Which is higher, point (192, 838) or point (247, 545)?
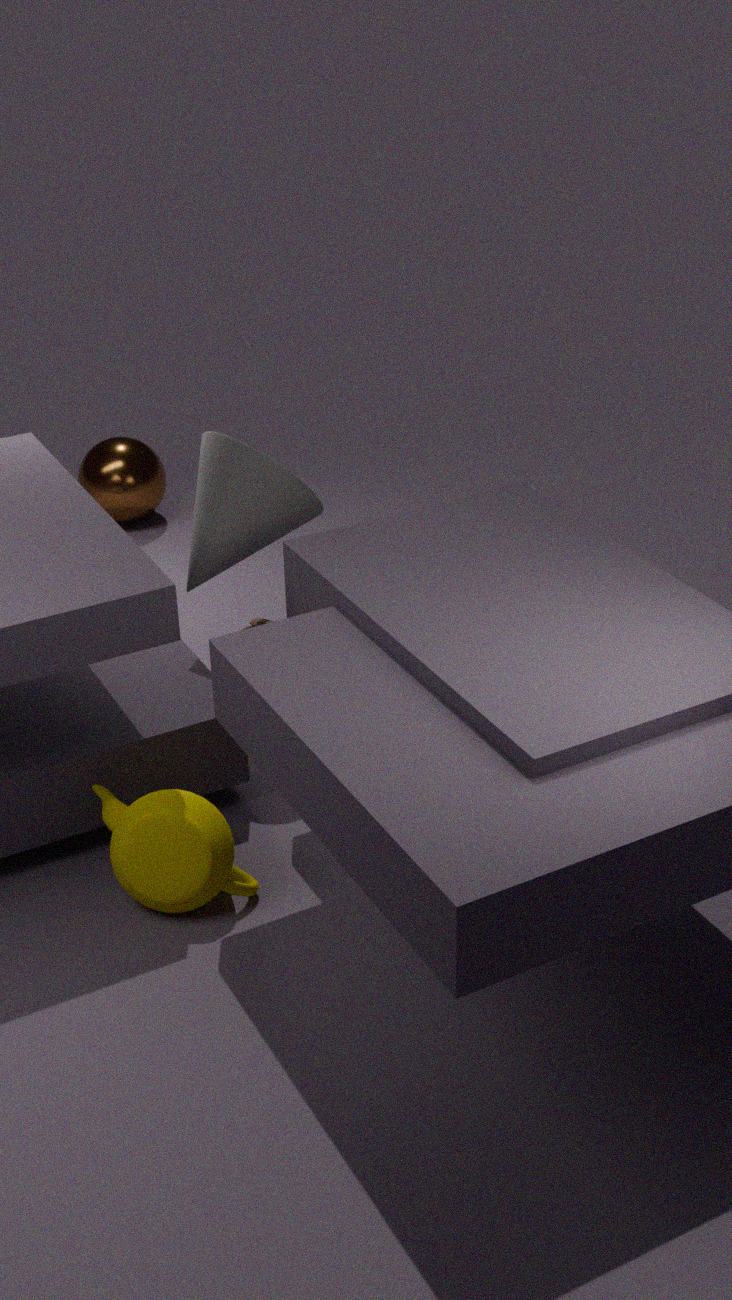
point (247, 545)
